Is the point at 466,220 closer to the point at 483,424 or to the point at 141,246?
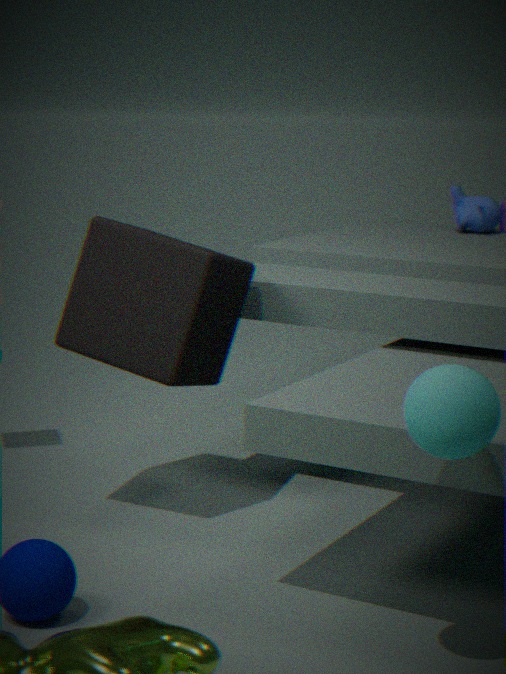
the point at 141,246
